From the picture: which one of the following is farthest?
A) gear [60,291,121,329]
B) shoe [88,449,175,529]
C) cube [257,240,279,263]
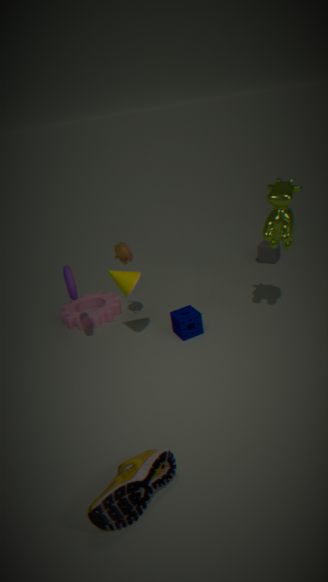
cube [257,240,279,263]
